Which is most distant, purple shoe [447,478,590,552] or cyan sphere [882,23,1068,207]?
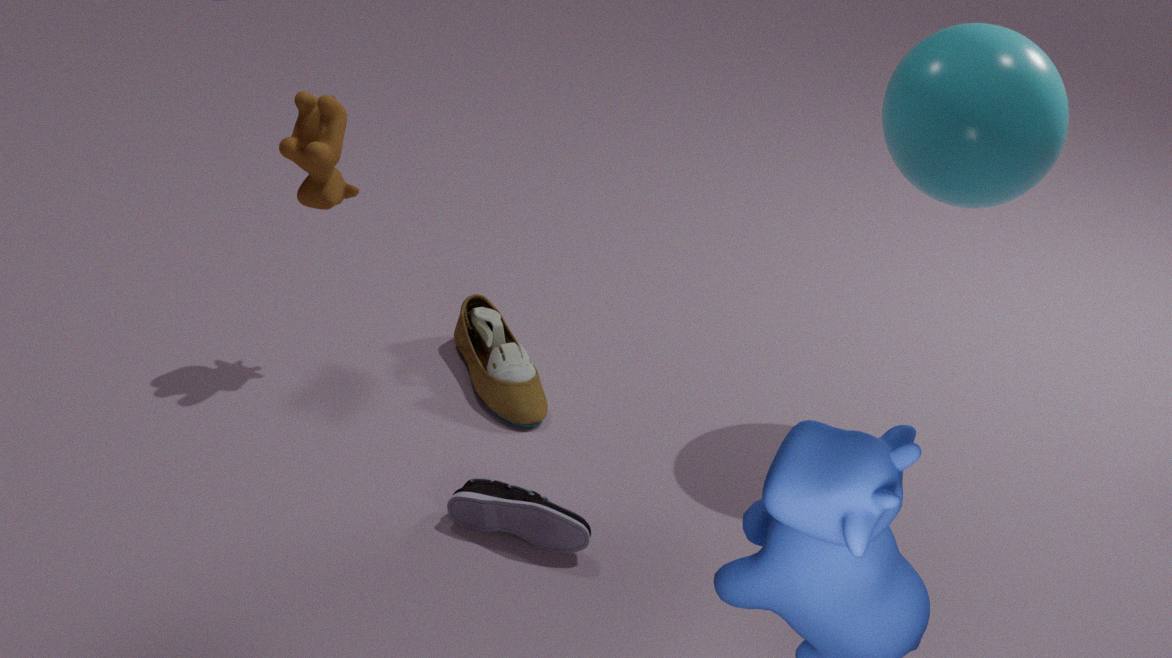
purple shoe [447,478,590,552]
